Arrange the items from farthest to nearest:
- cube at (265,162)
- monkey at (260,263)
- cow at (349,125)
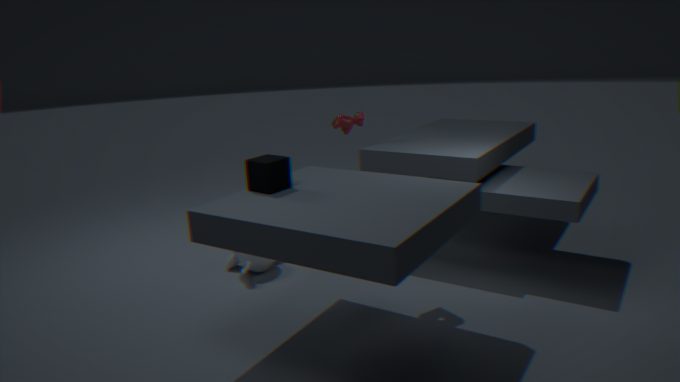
1. cow at (349,125)
2. monkey at (260,263)
3. cube at (265,162)
